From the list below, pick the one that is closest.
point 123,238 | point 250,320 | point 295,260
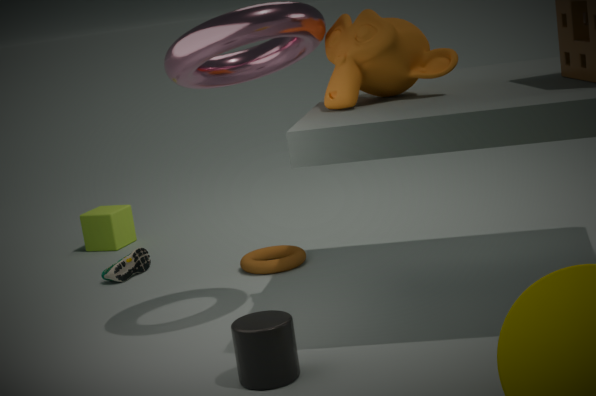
point 250,320
